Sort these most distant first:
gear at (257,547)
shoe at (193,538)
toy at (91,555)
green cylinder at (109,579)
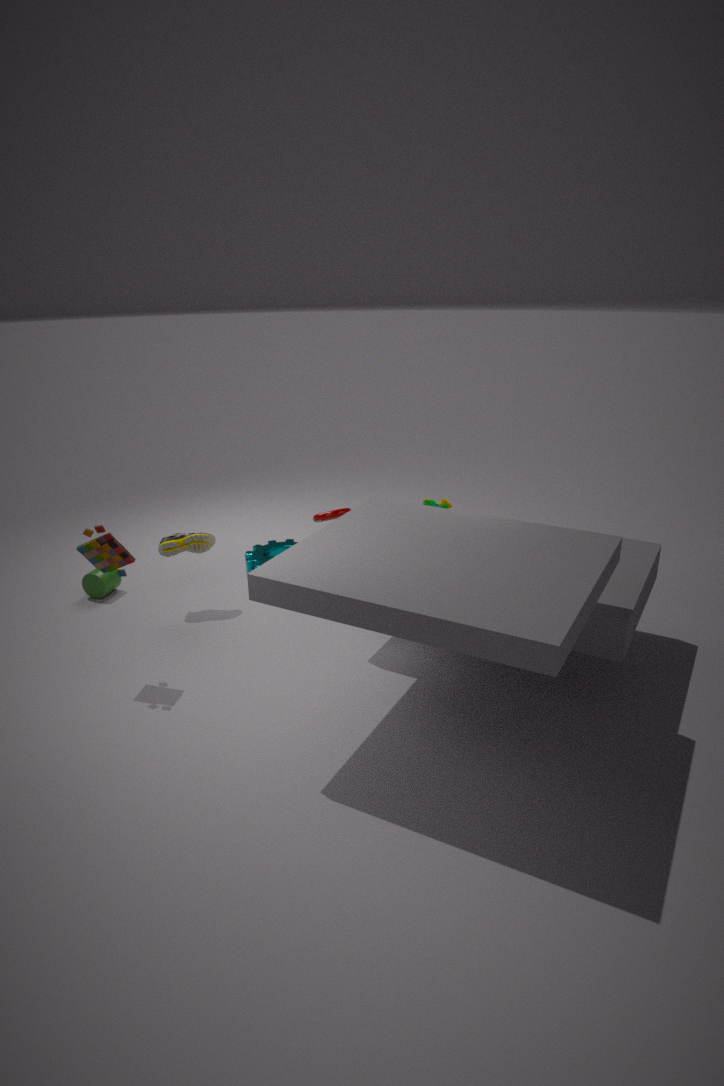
gear at (257,547), green cylinder at (109,579), shoe at (193,538), toy at (91,555)
